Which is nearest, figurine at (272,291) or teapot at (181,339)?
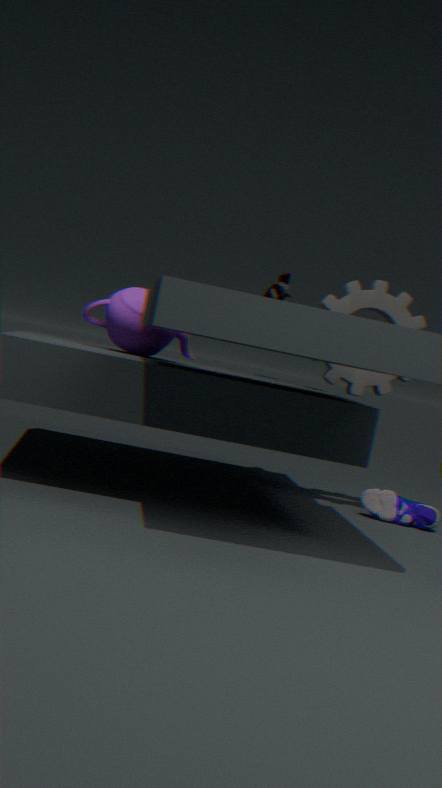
teapot at (181,339)
